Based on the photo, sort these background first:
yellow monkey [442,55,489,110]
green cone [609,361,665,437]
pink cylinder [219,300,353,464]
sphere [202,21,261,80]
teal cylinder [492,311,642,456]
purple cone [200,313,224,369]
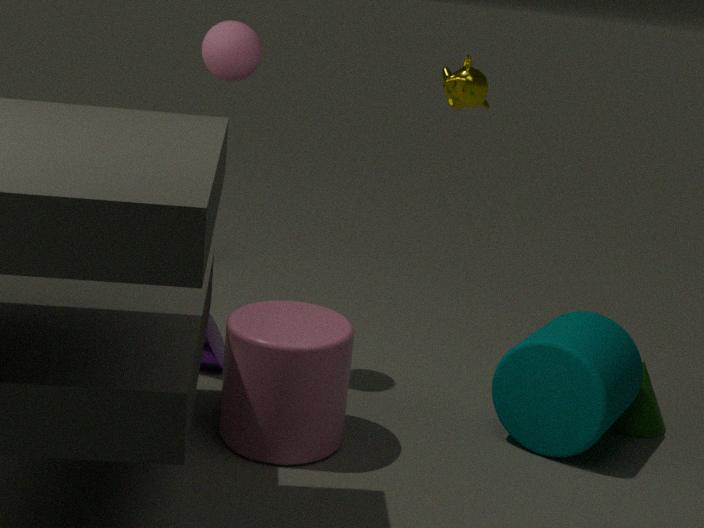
yellow monkey [442,55,489,110], purple cone [200,313,224,369], green cone [609,361,665,437], sphere [202,21,261,80], teal cylinder [492,311,642,456], pink cylinder [219,300,353,464]
